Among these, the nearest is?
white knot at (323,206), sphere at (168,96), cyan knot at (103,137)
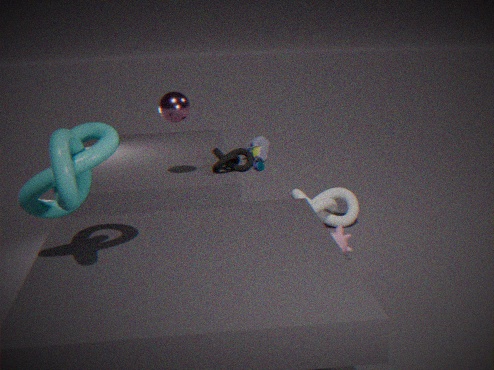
cyan knot at (103,137)
